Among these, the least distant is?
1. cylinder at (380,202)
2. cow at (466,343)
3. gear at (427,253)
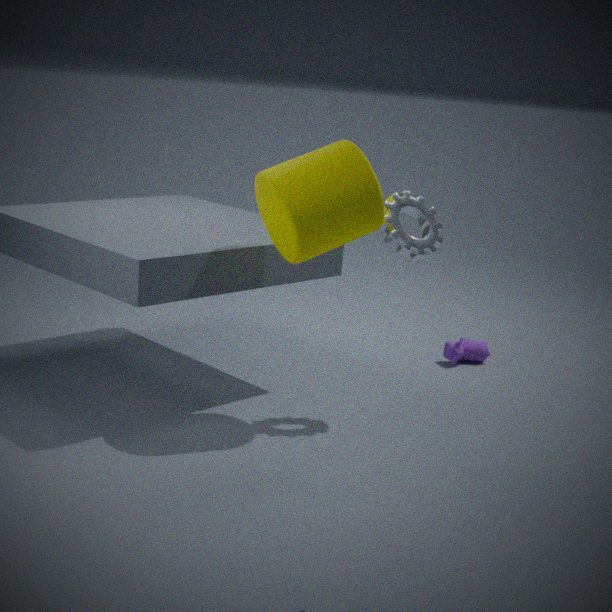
cylinder at (380,202)
